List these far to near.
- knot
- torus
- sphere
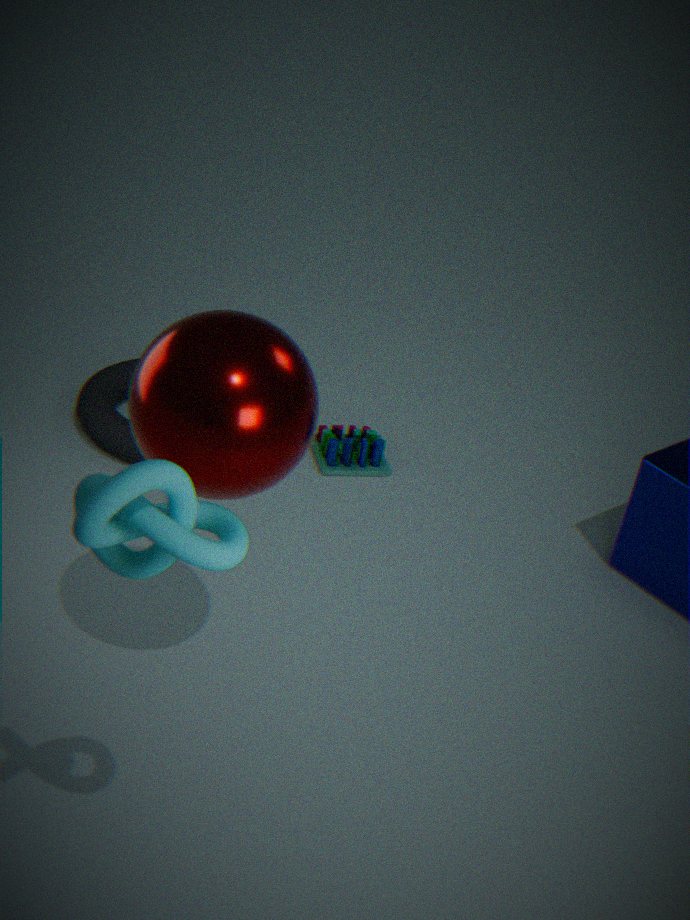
torus
sphere
knot
